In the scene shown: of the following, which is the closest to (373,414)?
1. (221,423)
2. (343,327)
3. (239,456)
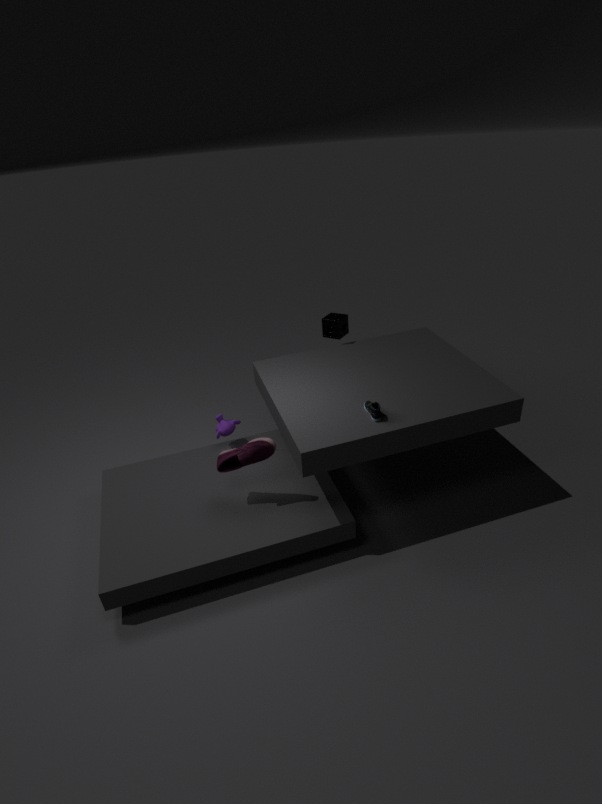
(239,456)
